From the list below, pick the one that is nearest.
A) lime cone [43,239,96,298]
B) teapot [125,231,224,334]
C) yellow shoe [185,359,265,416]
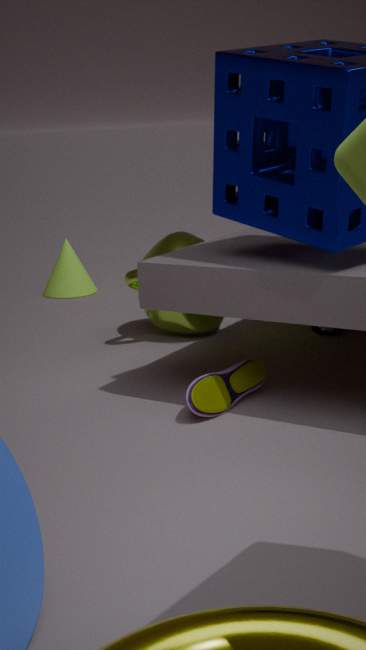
yellow shoe [185,359,265,416]
